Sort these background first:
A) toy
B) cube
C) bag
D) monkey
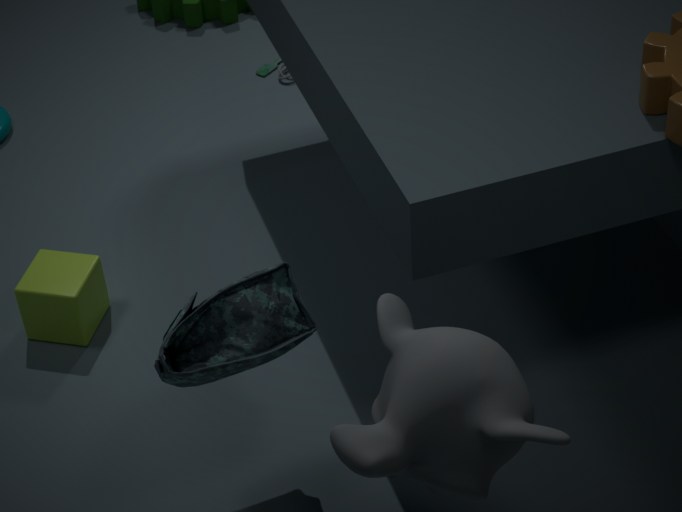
toy
cube
bag
monkey
